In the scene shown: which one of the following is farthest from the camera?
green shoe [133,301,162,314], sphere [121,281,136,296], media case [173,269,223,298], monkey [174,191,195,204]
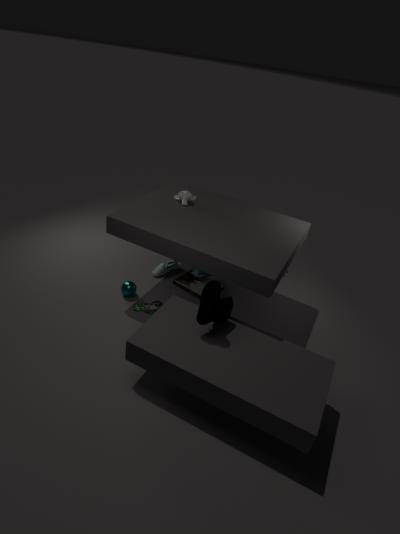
media case [173,269,223,298]
